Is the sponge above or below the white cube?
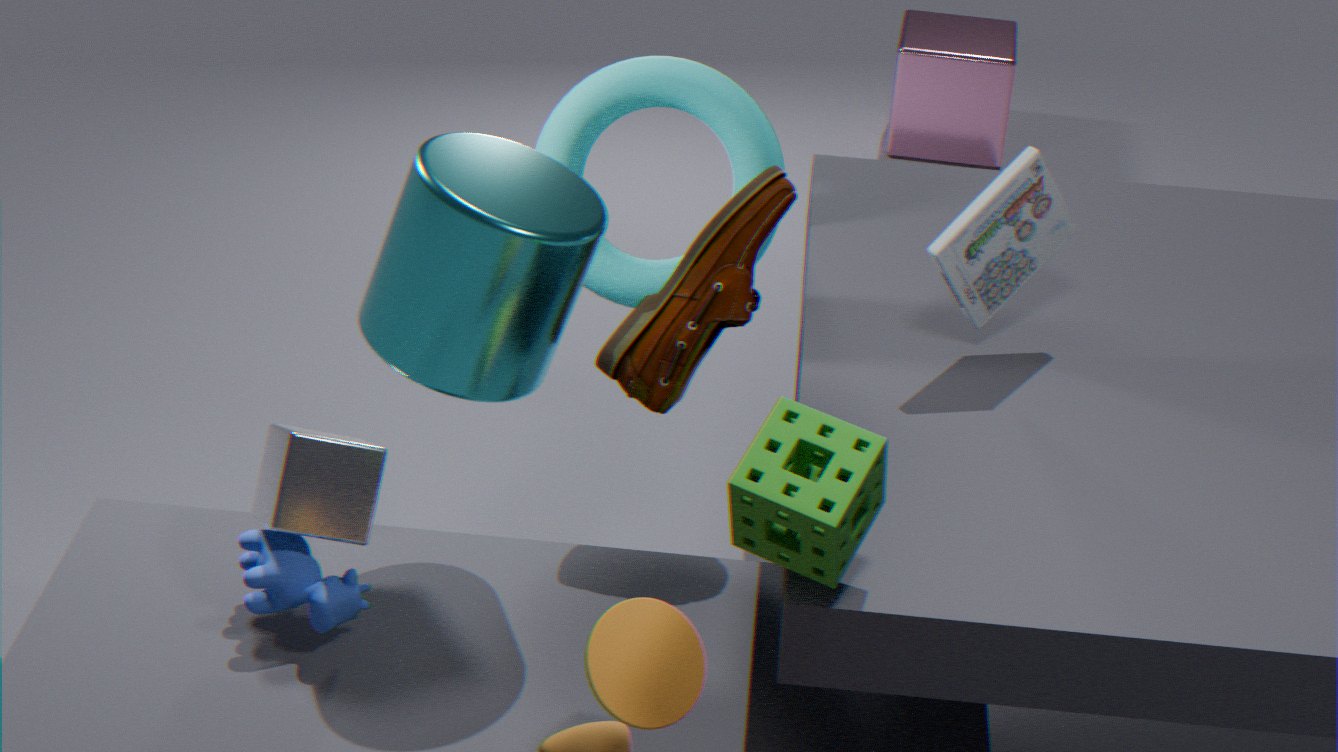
above
